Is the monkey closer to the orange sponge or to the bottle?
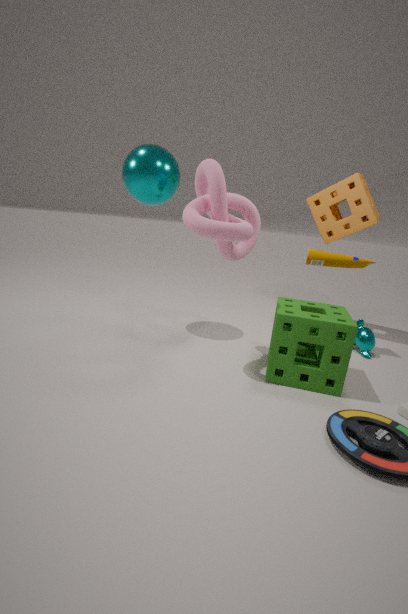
the bottle
